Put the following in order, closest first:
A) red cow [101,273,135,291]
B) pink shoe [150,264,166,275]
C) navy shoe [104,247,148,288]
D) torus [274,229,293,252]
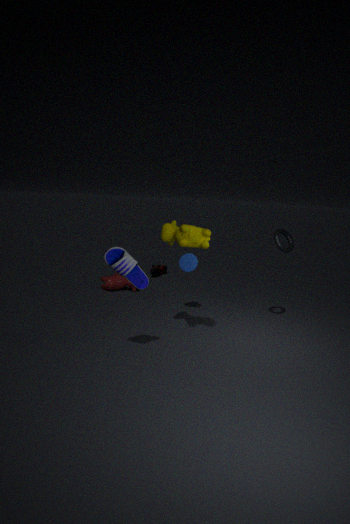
navy shoe [104,247,148,288] < torus [274,229,293,252] < red cow [101,273,135,291] < pink shoe [150,264,166,275]
